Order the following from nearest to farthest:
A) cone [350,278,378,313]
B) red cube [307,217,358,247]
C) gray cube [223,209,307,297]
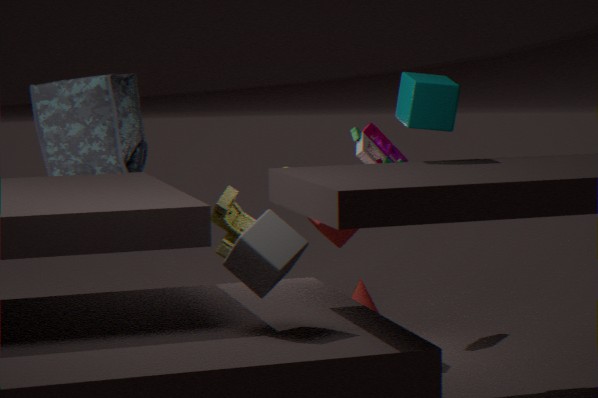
gray cube [223,209,307,297] < red cube [307,217,358,247] < cone [350,278,378,313]
